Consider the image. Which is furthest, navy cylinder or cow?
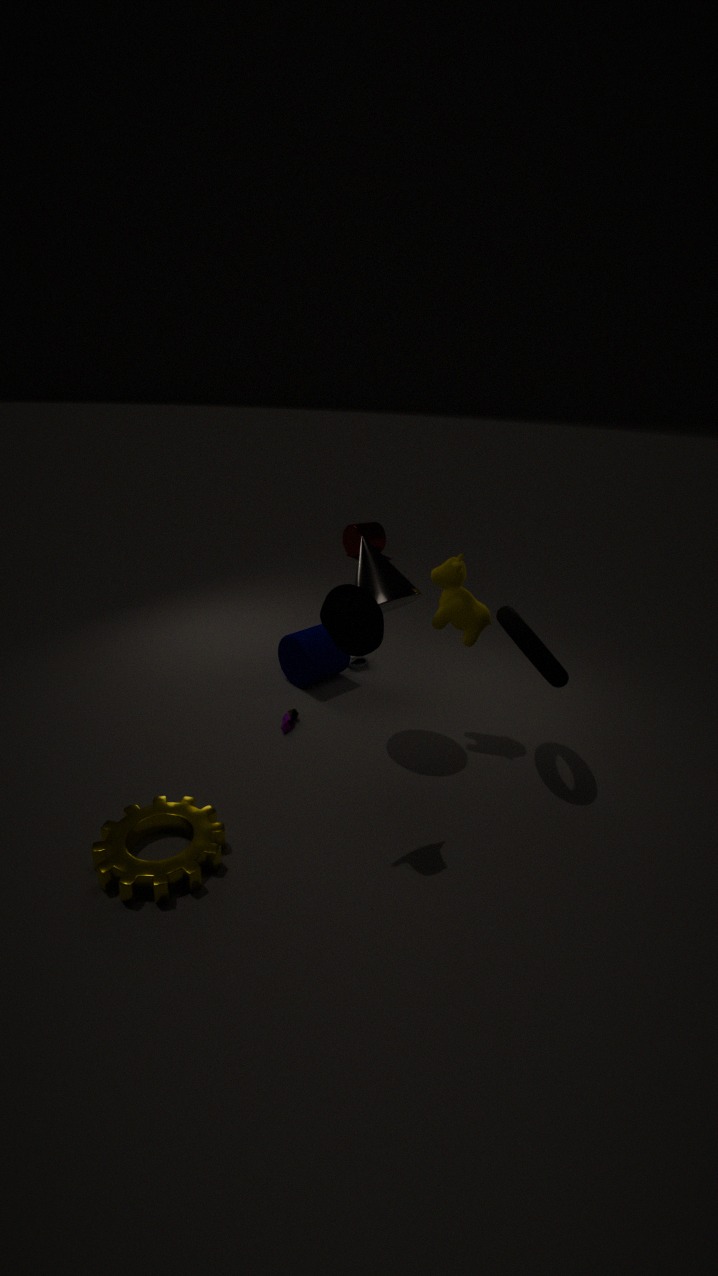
navy cylinder
